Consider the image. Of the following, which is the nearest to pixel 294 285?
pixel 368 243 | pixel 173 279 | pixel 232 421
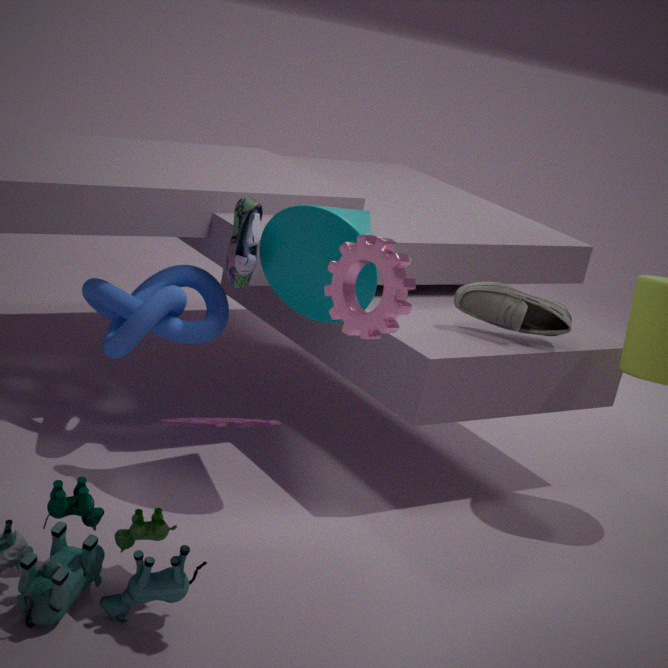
pixel 173 279
